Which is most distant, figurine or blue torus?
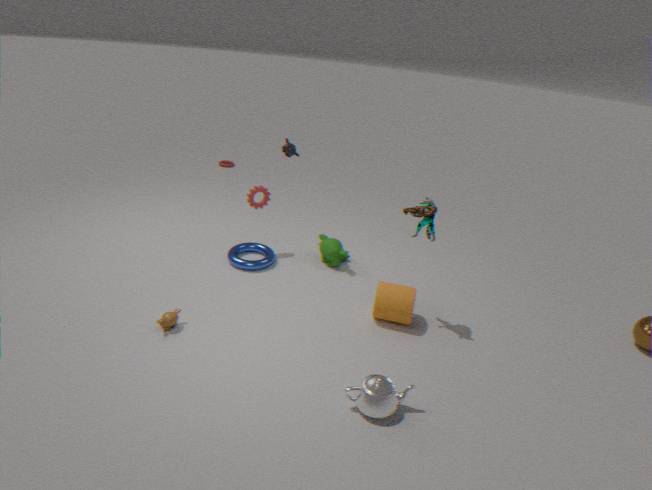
blue torus
